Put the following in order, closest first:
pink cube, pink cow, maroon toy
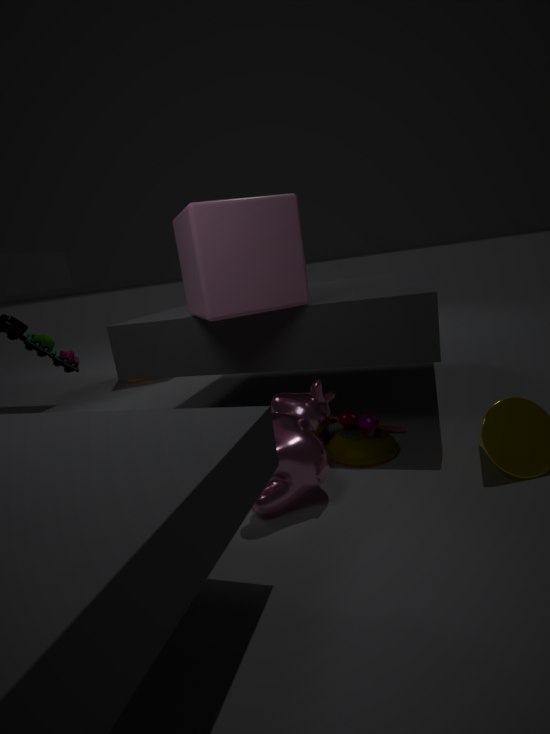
1. pink cow
2. pink cube
3. maroon toy
